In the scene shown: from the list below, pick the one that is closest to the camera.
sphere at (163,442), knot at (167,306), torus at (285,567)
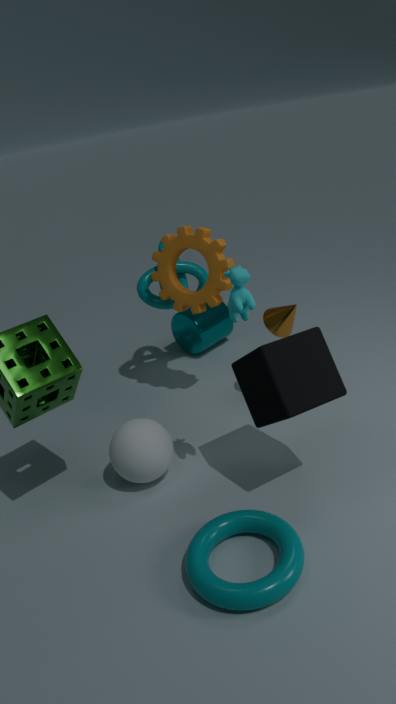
torus at (285,567)
